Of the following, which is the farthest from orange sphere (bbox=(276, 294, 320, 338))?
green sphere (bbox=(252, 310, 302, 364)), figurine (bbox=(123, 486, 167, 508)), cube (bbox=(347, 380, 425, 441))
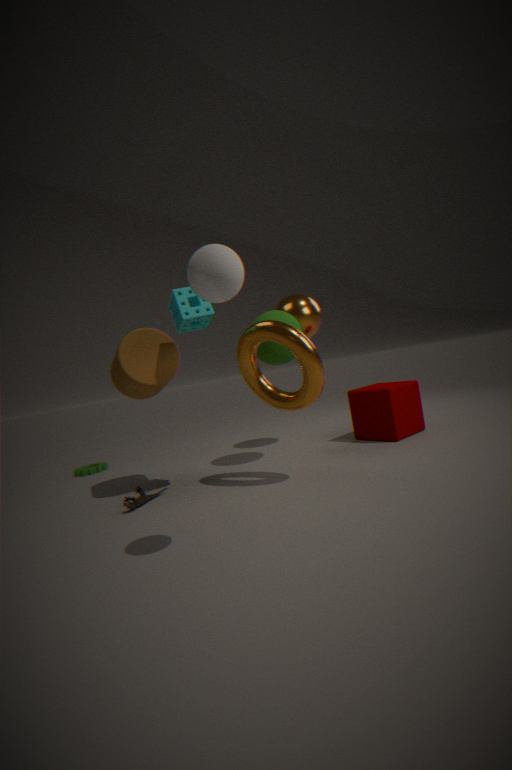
figurine (bbox=(123, 486, 167, 508))
